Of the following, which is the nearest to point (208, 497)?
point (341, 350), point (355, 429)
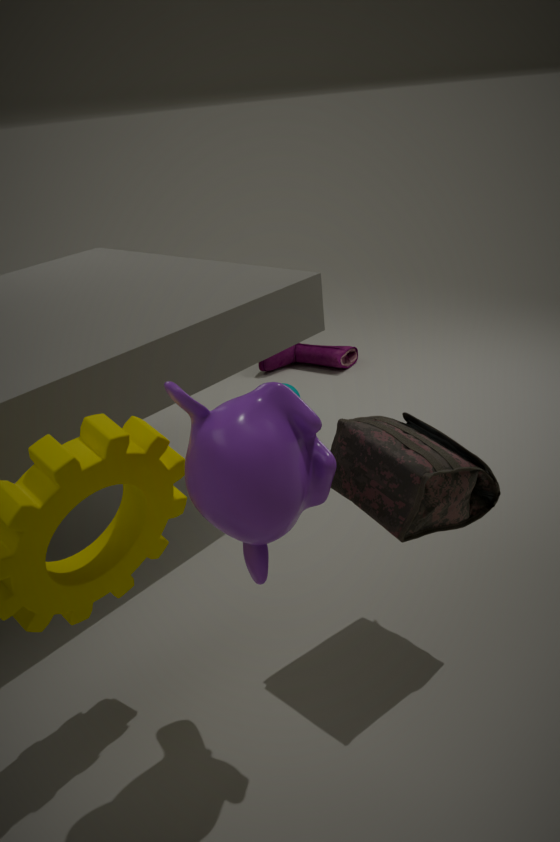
point (355, 429)
